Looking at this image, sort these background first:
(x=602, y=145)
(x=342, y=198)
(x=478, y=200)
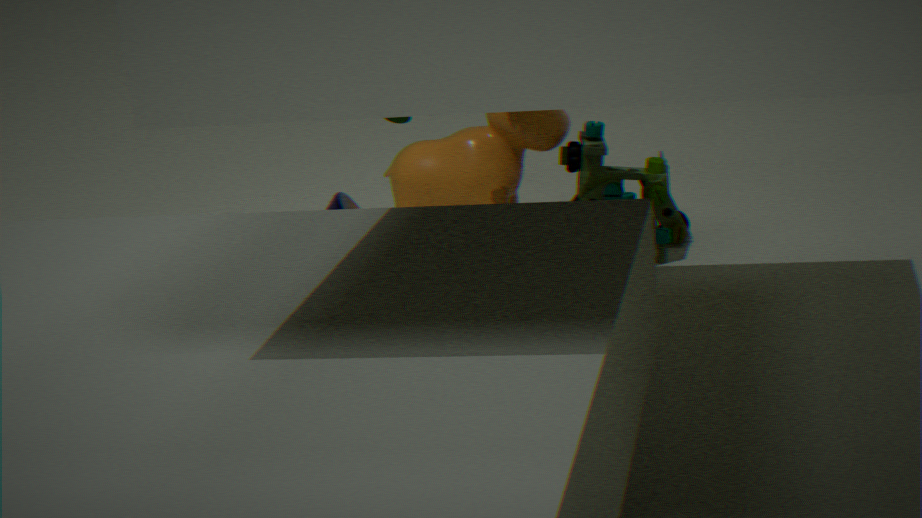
(x=478, y=200), (x=602, y=145), (x=342, y=198)
